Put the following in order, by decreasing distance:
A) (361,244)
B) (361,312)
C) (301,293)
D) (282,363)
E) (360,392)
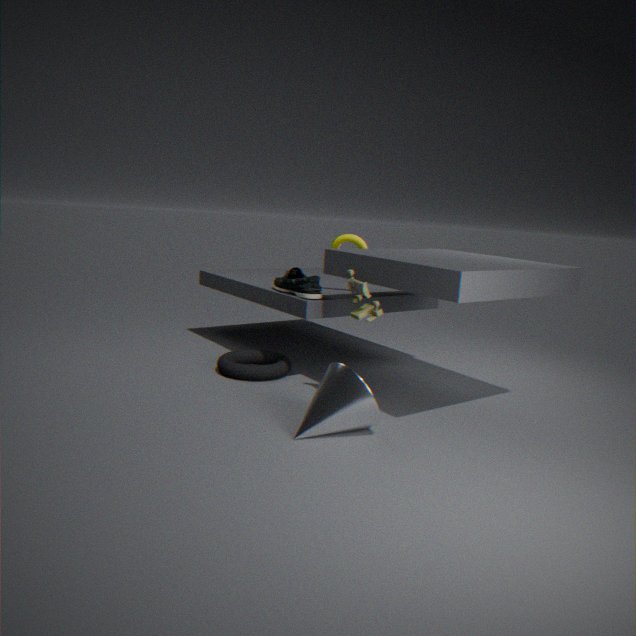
A. (361,244) → D. (282,363) → C. (301,293) → B. (361,312) → E. (360,392)
